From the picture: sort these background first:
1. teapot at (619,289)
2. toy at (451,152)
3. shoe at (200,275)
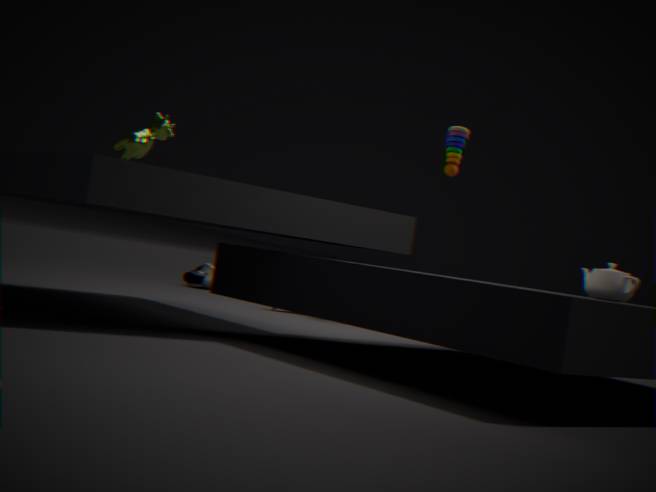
shoe at (200,275)
toy at (451,152)
teapot at (619,289)
